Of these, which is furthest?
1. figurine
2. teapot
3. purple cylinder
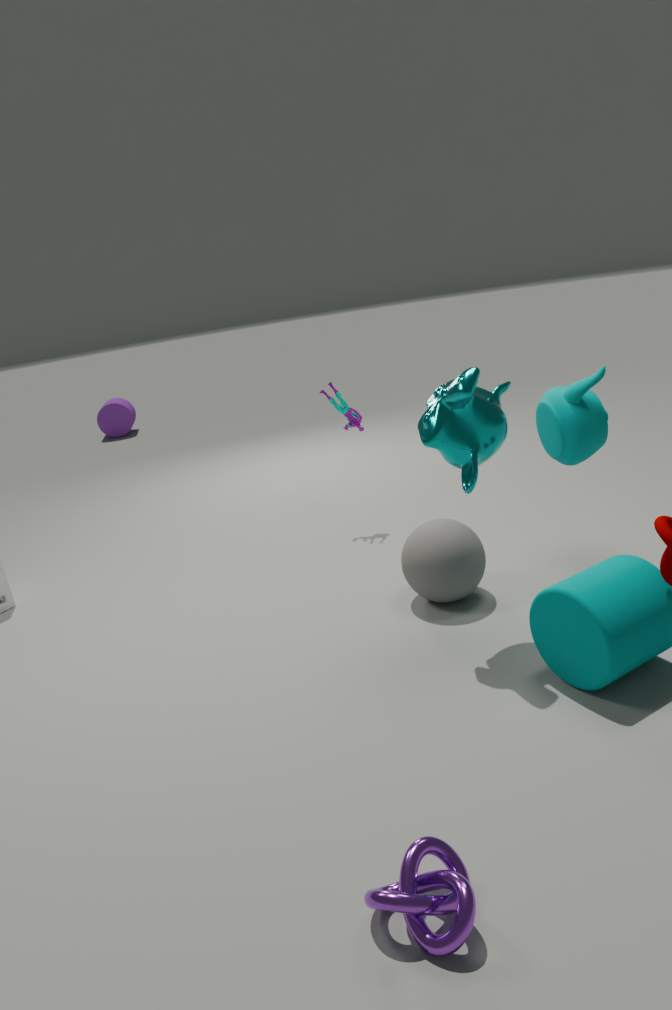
purple cylinder
